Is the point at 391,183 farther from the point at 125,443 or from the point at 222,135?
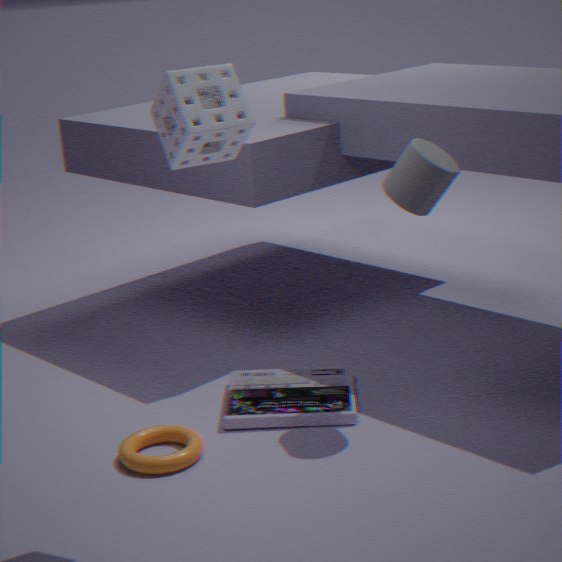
the point at 125,443
